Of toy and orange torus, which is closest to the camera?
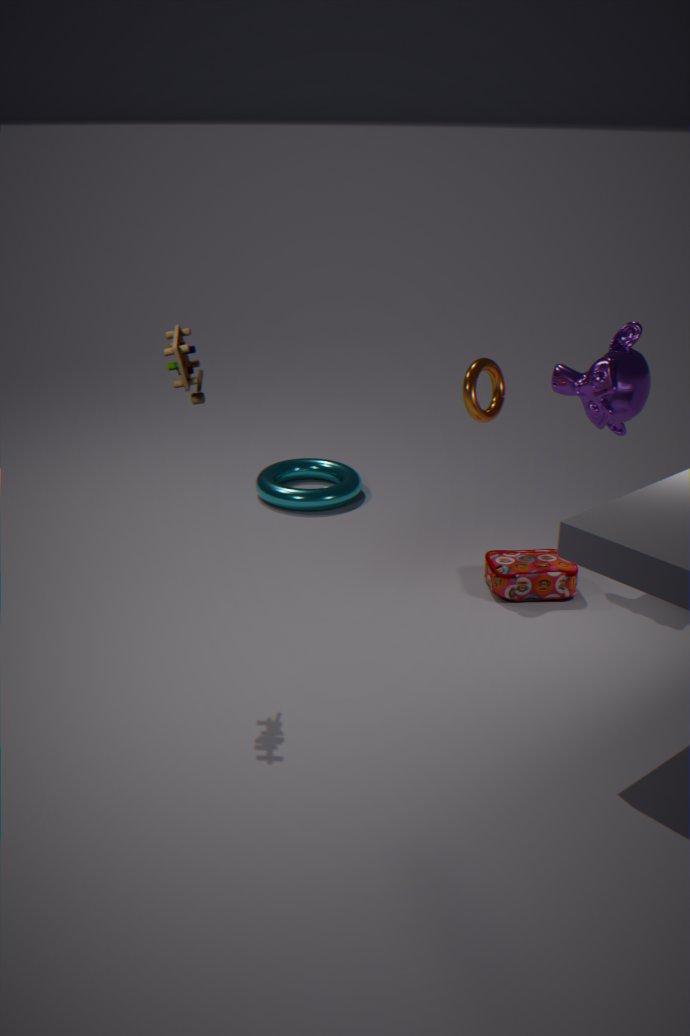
toy
